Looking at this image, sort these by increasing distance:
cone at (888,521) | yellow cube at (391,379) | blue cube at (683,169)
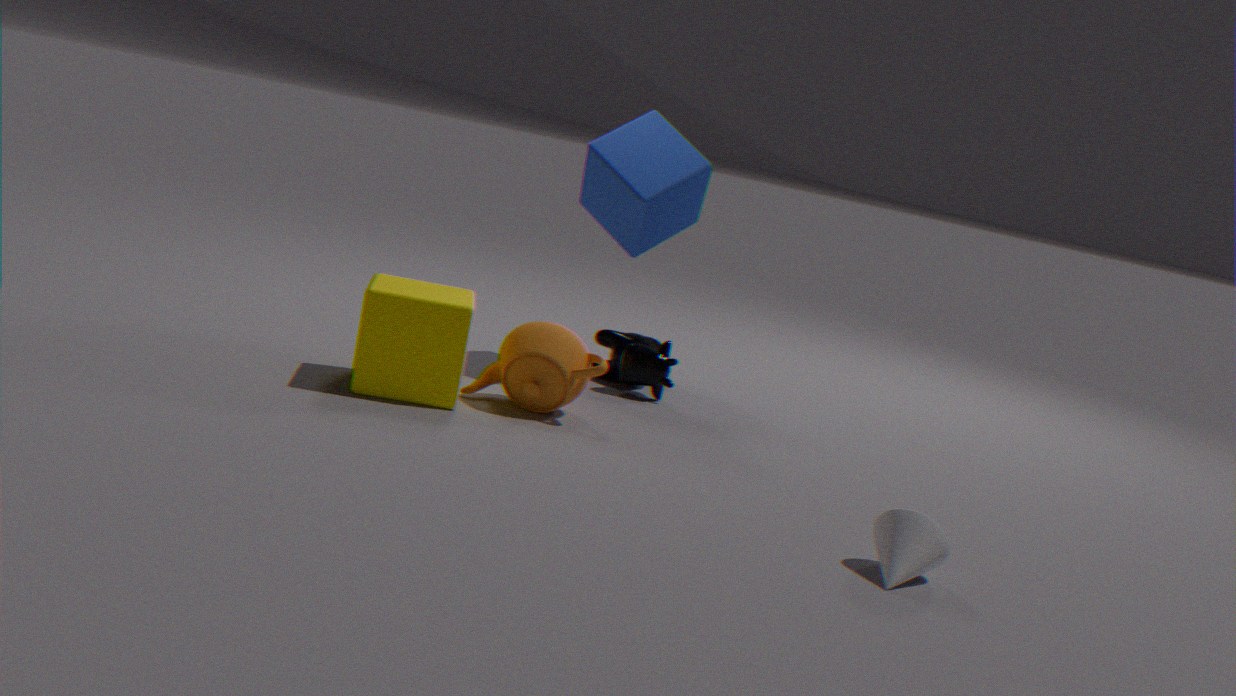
cone at (888,521) → yellow cube at (391,379) → blue cube at (683,169)
